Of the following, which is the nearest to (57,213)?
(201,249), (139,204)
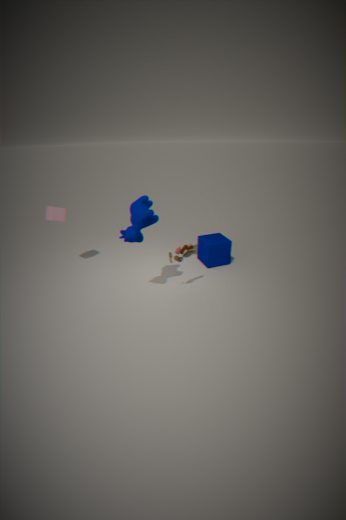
(139,204)
